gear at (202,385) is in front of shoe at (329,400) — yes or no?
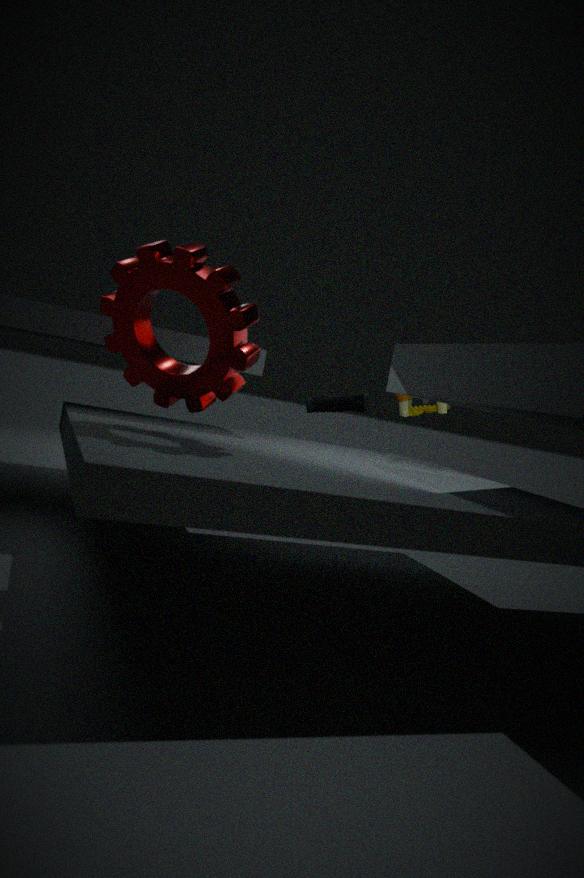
Yes
